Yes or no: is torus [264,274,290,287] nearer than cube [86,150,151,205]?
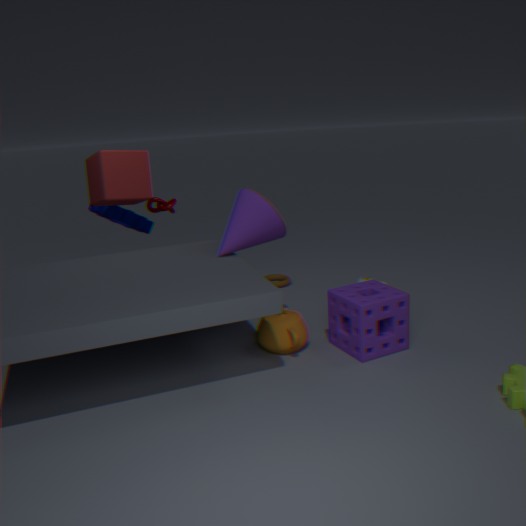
No
